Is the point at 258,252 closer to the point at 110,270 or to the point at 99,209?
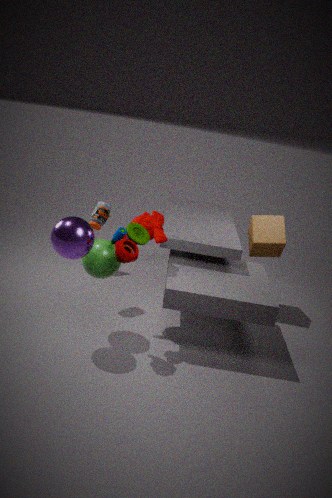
the point at 99,209
